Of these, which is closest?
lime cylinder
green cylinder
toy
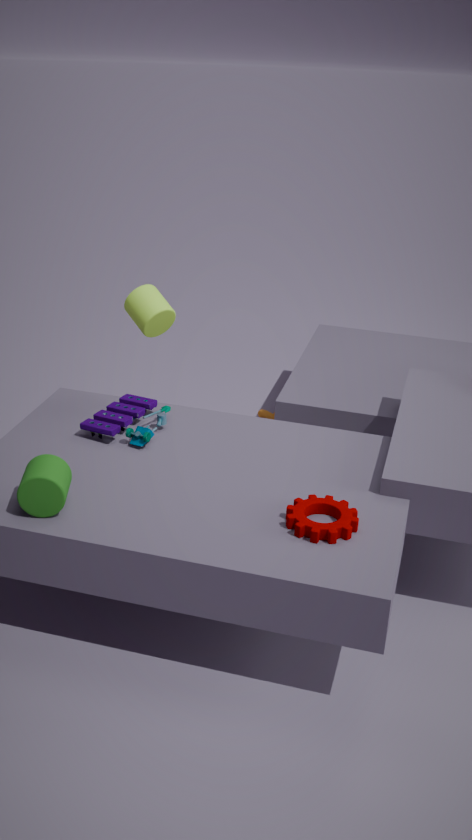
green cylinder
